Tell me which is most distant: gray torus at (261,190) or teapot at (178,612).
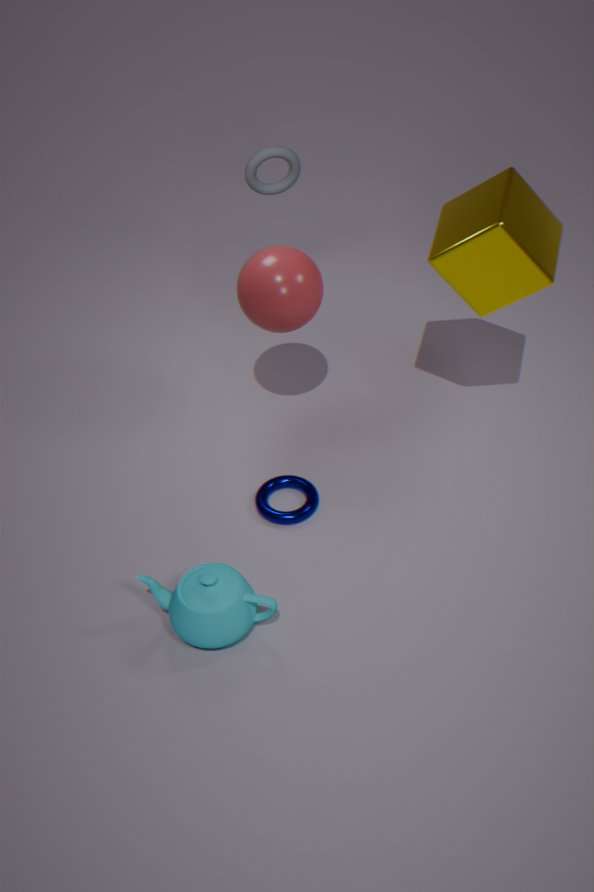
gray torus at (261,190)
